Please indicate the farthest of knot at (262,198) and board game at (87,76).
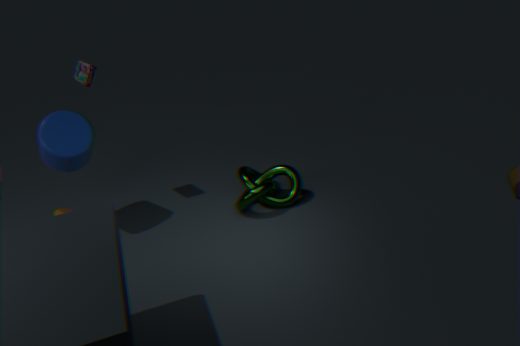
board game at (87,76)
